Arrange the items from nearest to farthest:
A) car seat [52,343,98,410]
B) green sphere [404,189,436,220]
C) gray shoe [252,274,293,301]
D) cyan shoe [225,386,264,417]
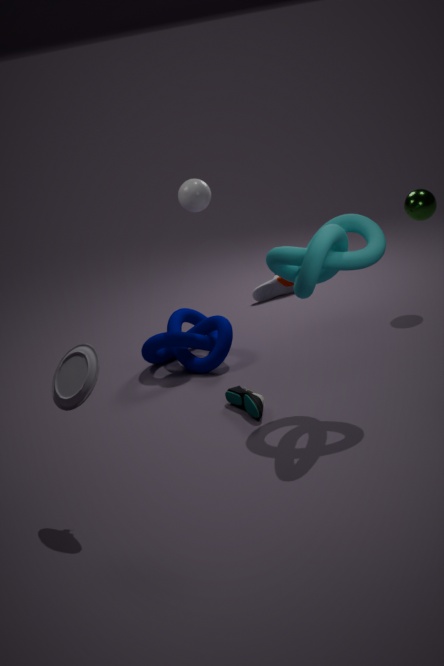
car seat [52,343,98,410] → cyan shoe [225,386,264,417] → green sphere [404,189,436,220] → gray shoe [252,274,293,301]
